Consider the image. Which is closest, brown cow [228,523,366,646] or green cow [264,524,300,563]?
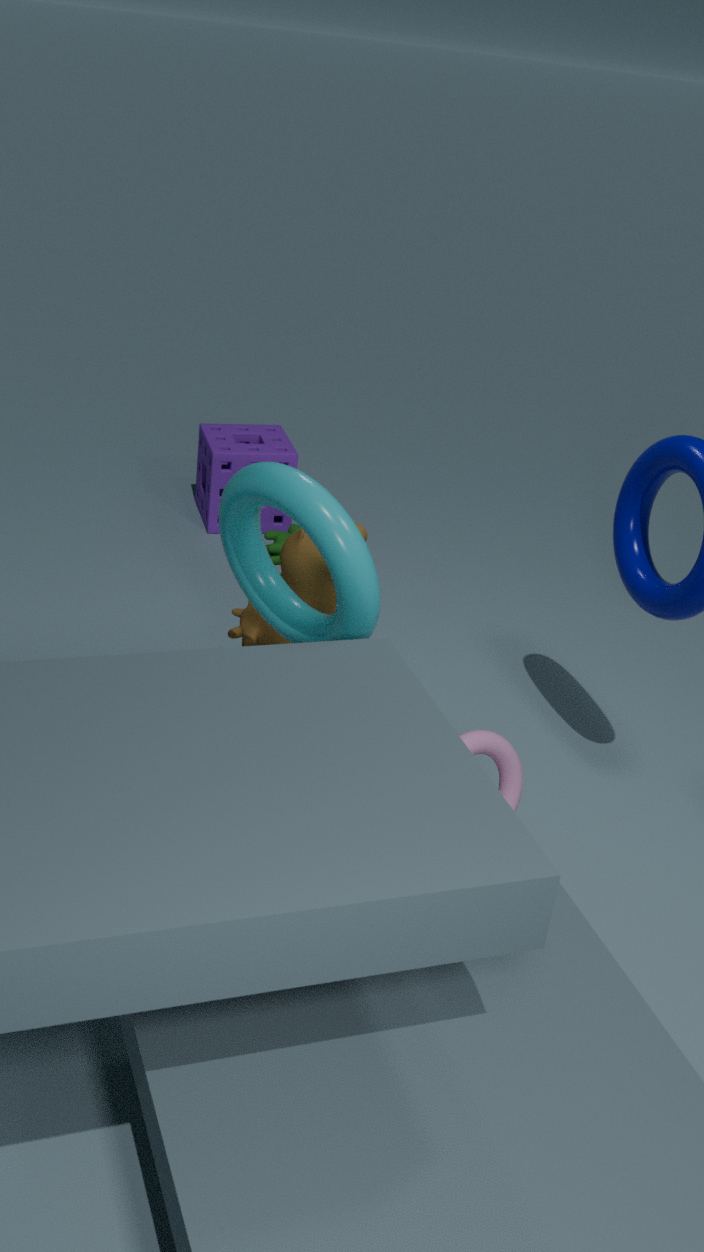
brown cow [228,523,366,646]
